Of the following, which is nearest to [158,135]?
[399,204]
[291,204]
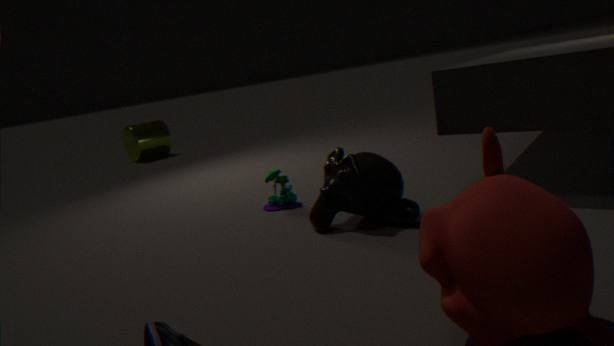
[291,204]
